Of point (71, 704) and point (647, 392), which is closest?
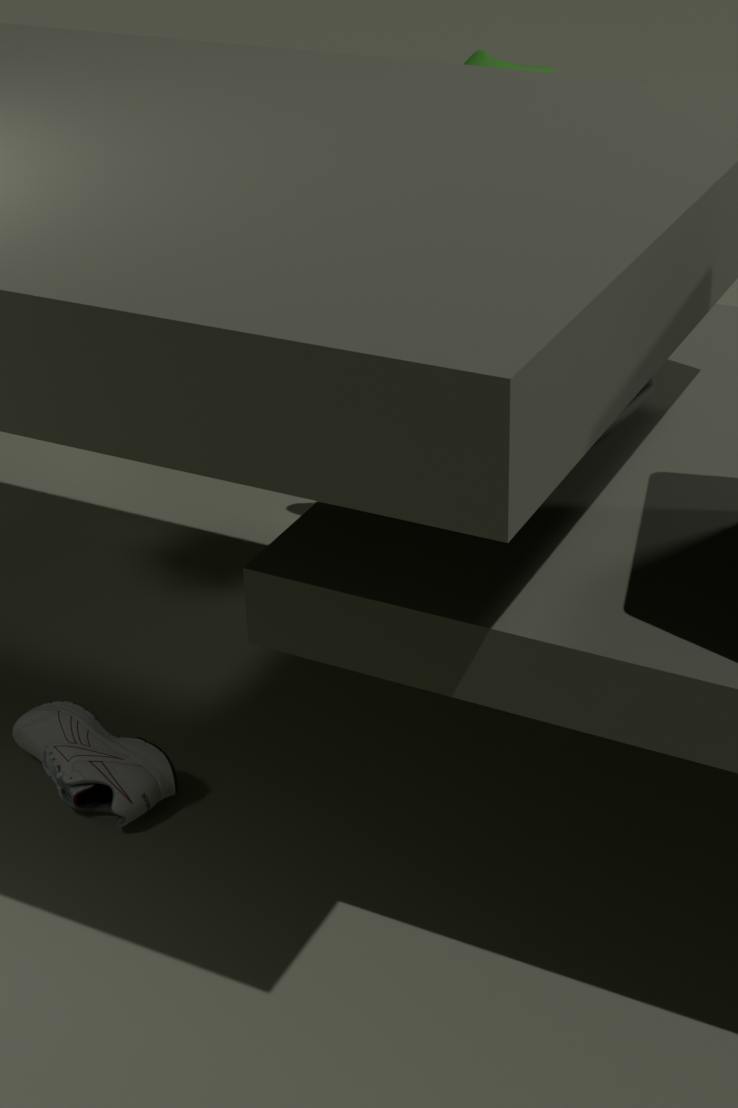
point (647, 392)
